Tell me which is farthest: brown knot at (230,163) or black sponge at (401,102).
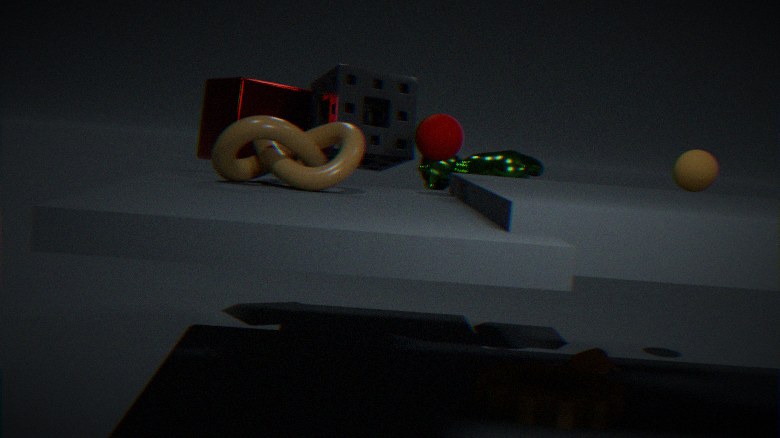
black sponge at (401,102)
